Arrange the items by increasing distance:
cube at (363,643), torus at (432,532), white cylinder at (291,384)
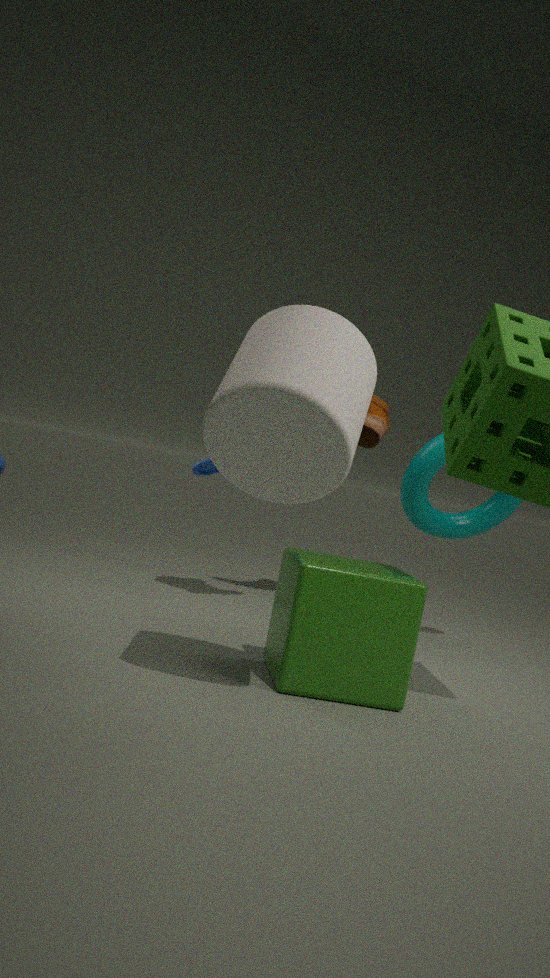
white cylinder at (291,384), cube at (363,643), torus at (432,532)
